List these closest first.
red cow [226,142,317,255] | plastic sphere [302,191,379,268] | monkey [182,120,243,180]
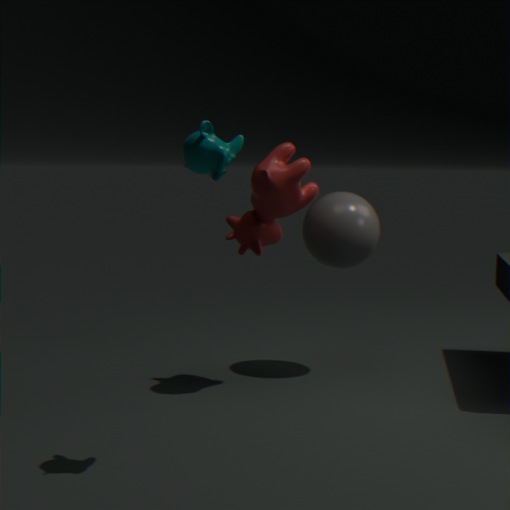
monkey [182,120,243,180] → red cow [226,142,317,255] → plastic sphere [302,191,379,268]
